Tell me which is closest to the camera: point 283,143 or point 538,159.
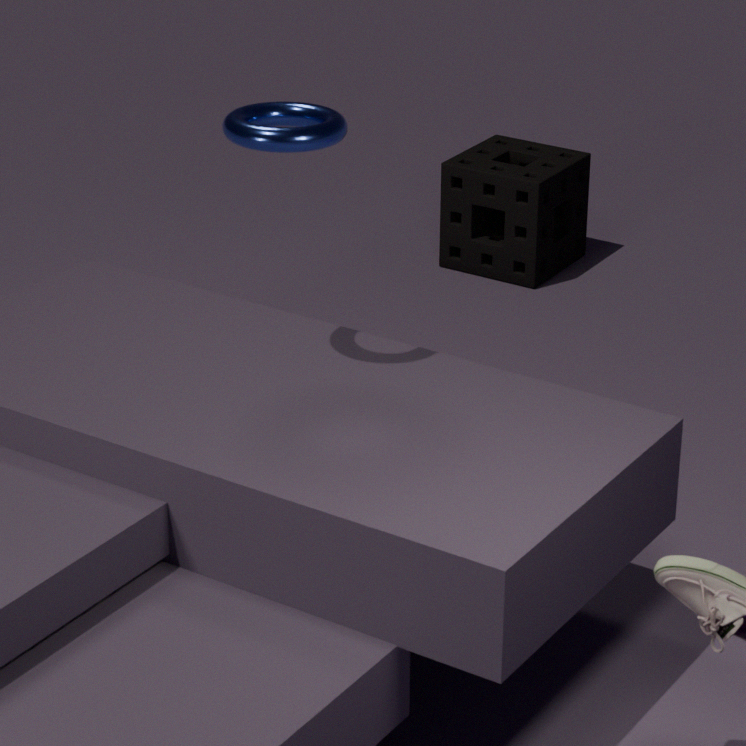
point 283,143
